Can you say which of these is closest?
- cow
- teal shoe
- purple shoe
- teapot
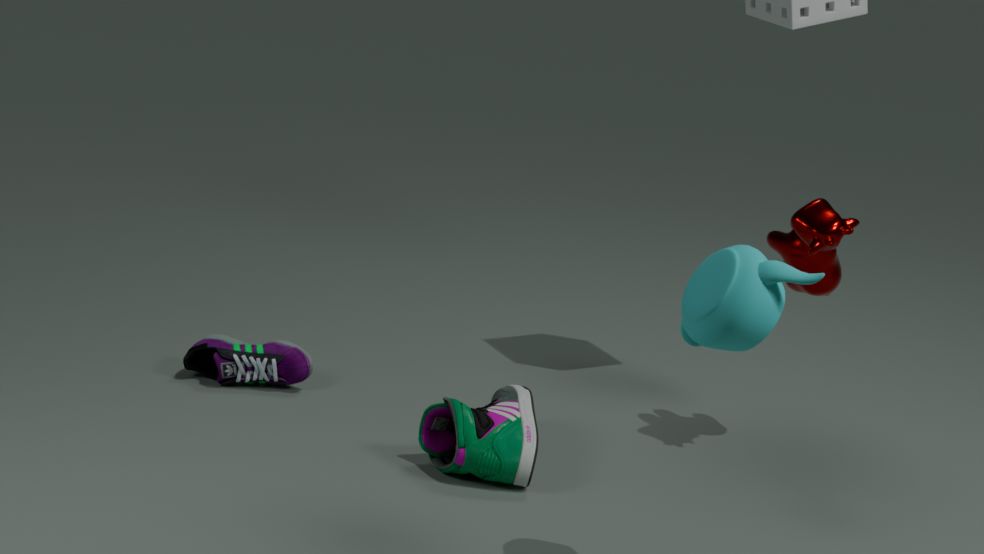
teapot
